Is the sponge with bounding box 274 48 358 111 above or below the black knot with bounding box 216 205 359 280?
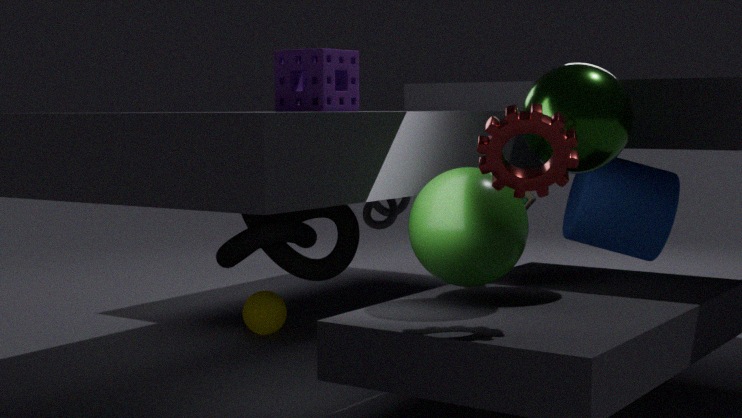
above
